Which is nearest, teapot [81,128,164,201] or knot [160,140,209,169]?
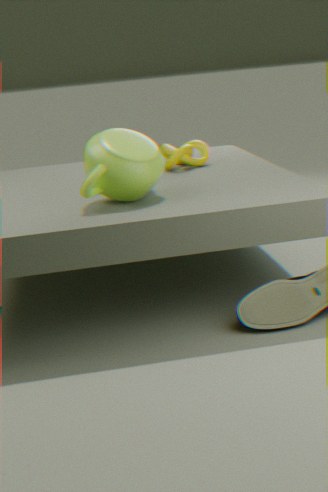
teapot [81,128,164,201]
